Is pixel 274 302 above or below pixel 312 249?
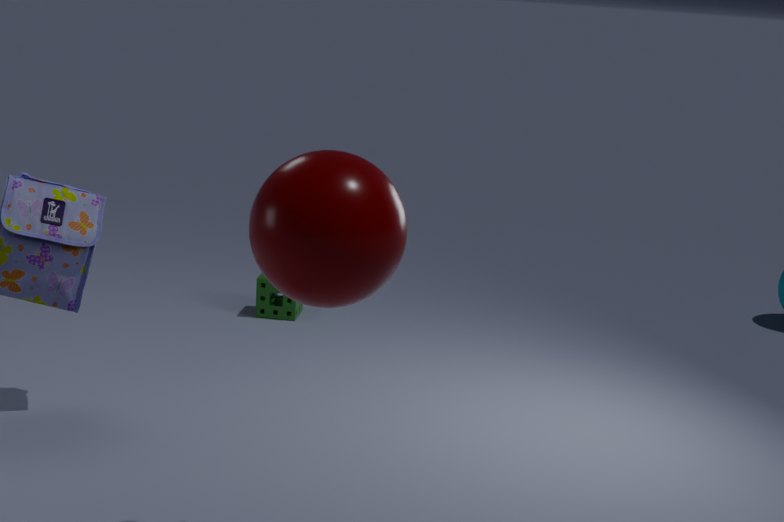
below
